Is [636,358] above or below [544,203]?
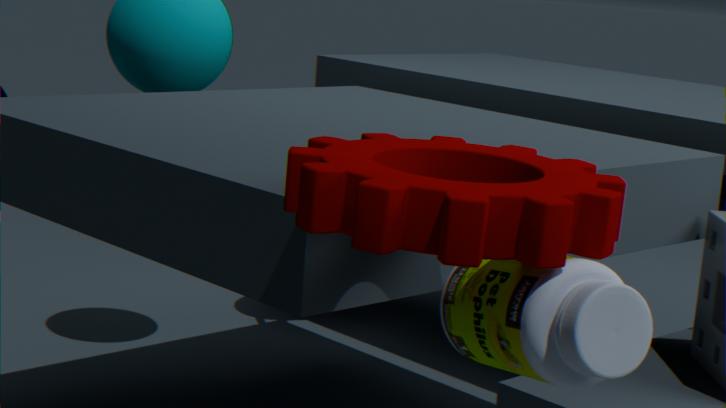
below
